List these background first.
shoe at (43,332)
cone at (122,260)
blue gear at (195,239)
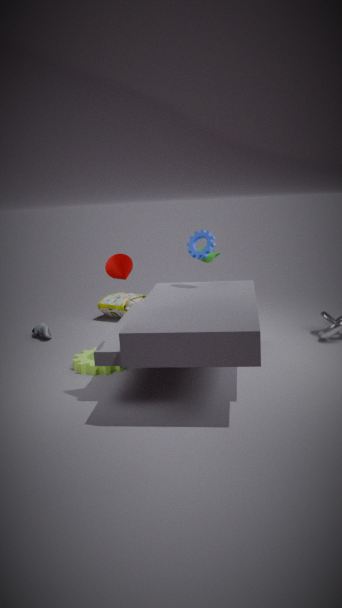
shoe at (43,332) → blue gear at (195,239) → cone at (122,260)
